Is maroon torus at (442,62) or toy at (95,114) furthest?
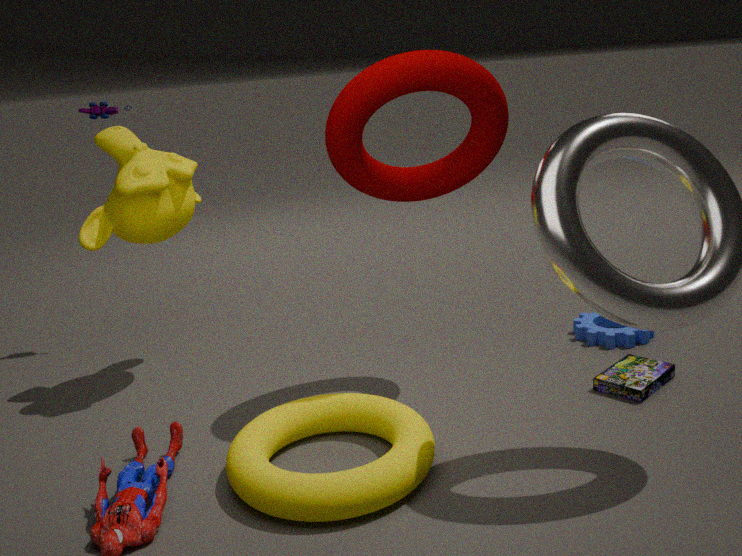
toy at (95,114)
